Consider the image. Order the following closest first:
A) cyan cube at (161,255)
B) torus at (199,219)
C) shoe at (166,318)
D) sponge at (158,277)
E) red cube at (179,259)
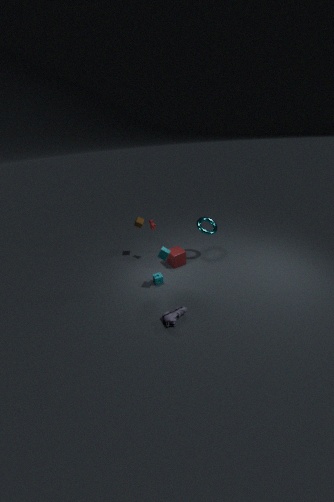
shoe at (166,318) < cyan cube at (161,255) < sponge at (158,277) < torus at (199,219) < red cube at (179,259)
